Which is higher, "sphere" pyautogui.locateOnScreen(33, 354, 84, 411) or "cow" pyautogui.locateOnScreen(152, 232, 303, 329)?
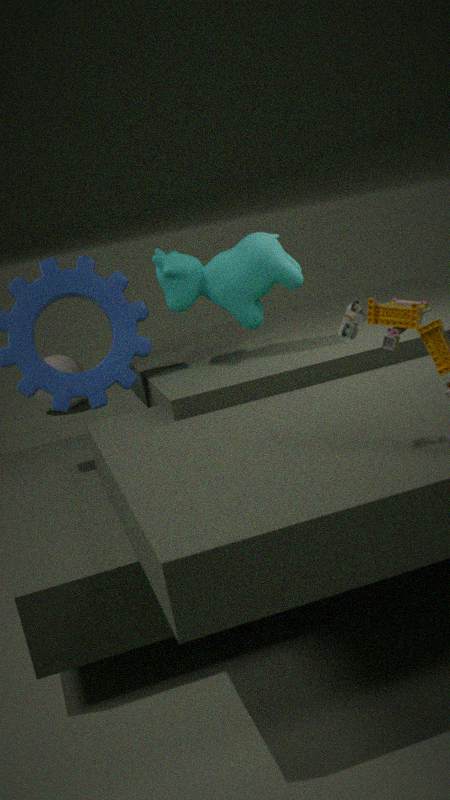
"cow" pyautogui.locateOnScreen(152, 232, 303, 329)
